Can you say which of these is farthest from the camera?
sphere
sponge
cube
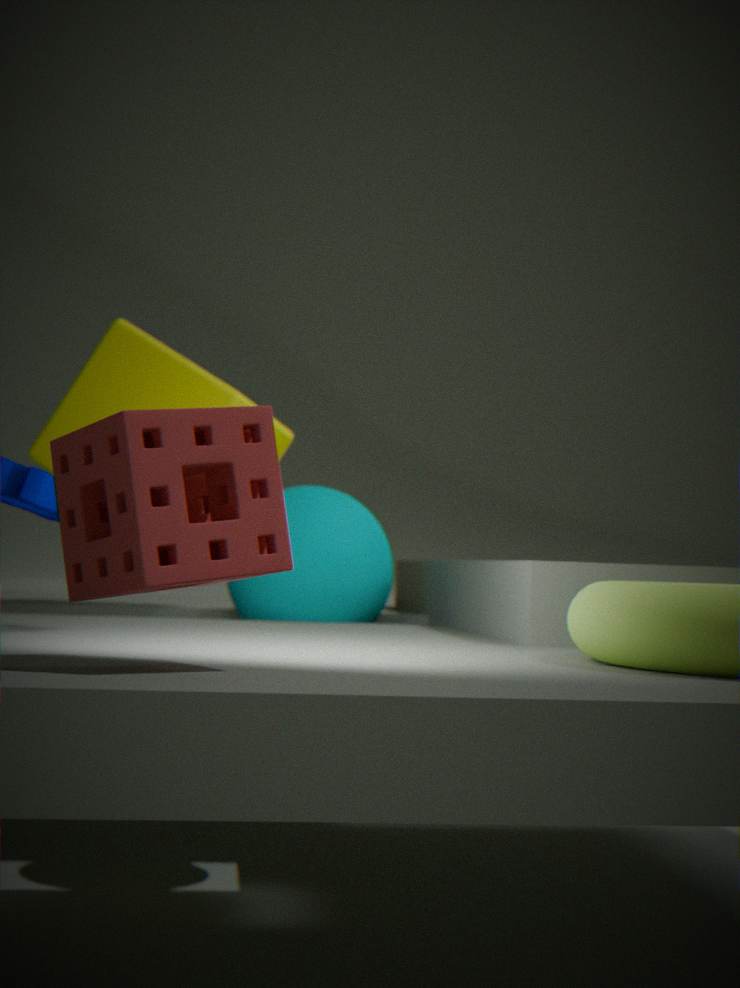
cube
